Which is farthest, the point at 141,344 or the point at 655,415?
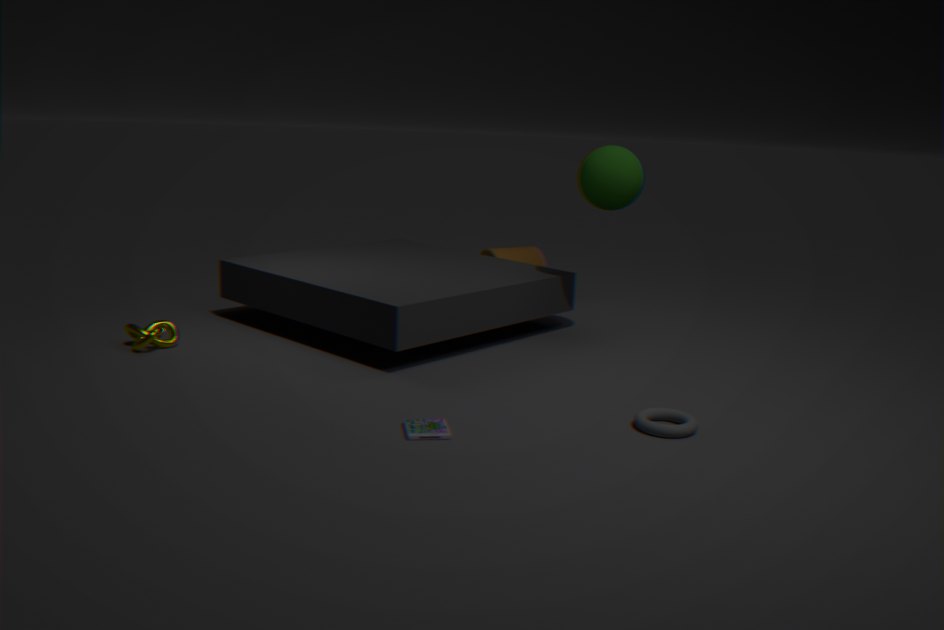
the point at 141,344
